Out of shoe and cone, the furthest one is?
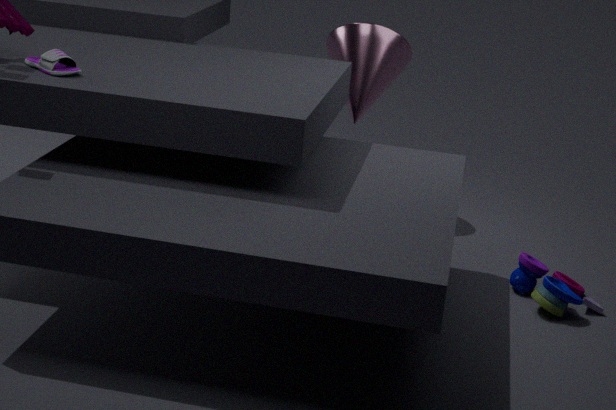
cone
